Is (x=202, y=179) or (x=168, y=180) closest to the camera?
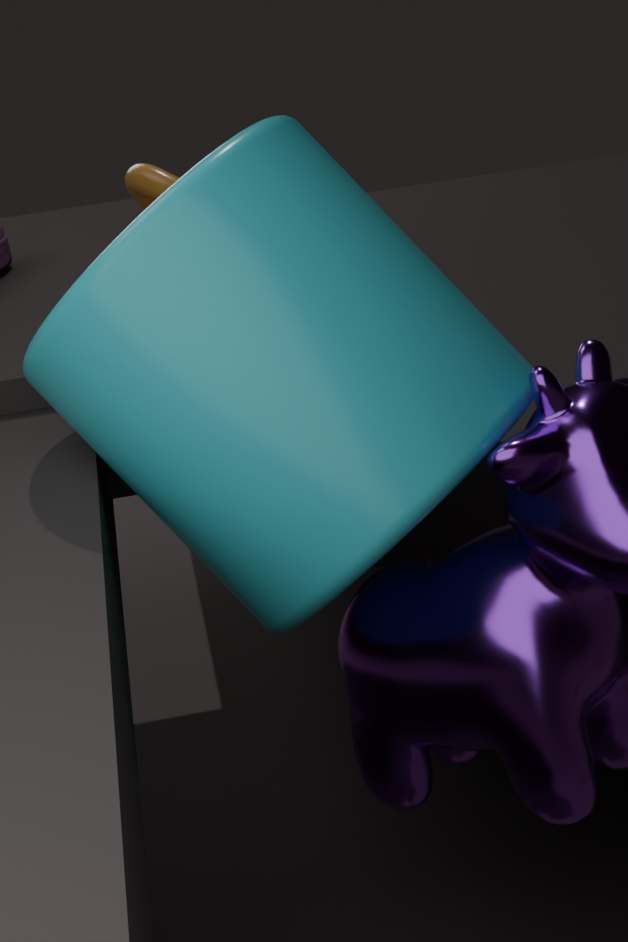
(x=202, y=179)
